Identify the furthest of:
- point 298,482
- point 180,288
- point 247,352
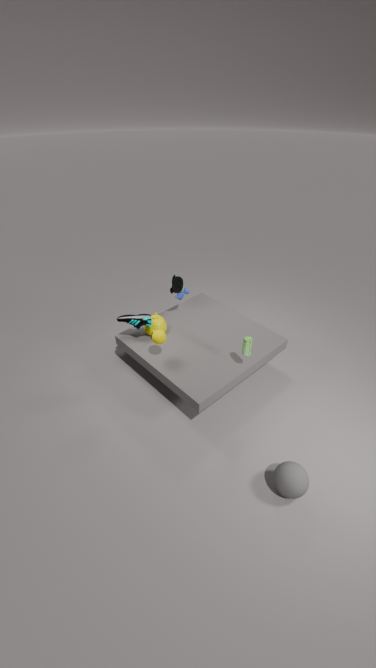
point 180,288
